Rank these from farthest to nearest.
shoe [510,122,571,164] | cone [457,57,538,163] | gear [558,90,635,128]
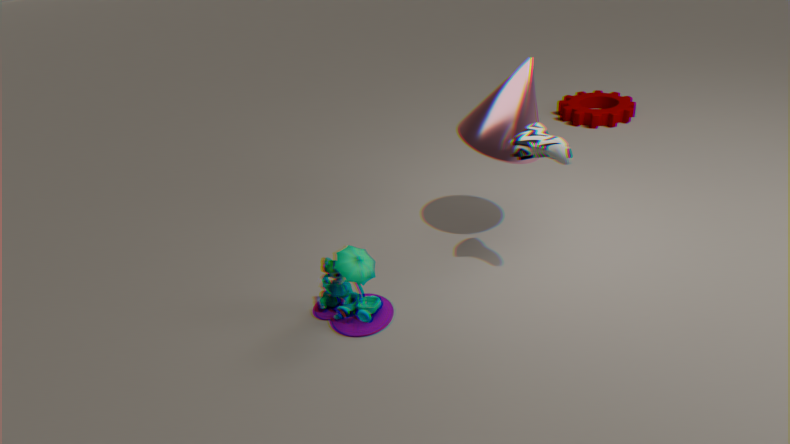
gear [558,90,635,128]
cone [457,57,538,163]
shoe [510,122,571,164]
